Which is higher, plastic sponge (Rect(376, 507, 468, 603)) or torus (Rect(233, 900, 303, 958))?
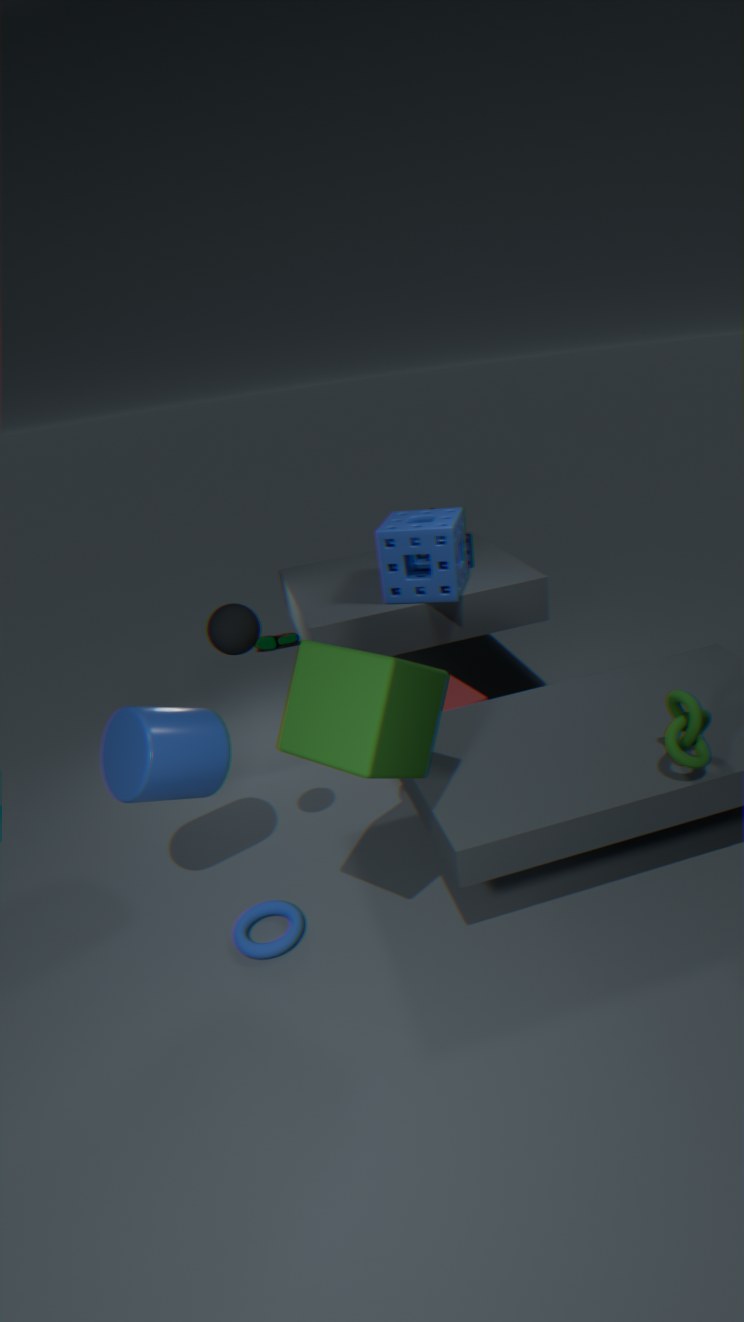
plastic sponge (Rect(376, 507, 468, 603))
